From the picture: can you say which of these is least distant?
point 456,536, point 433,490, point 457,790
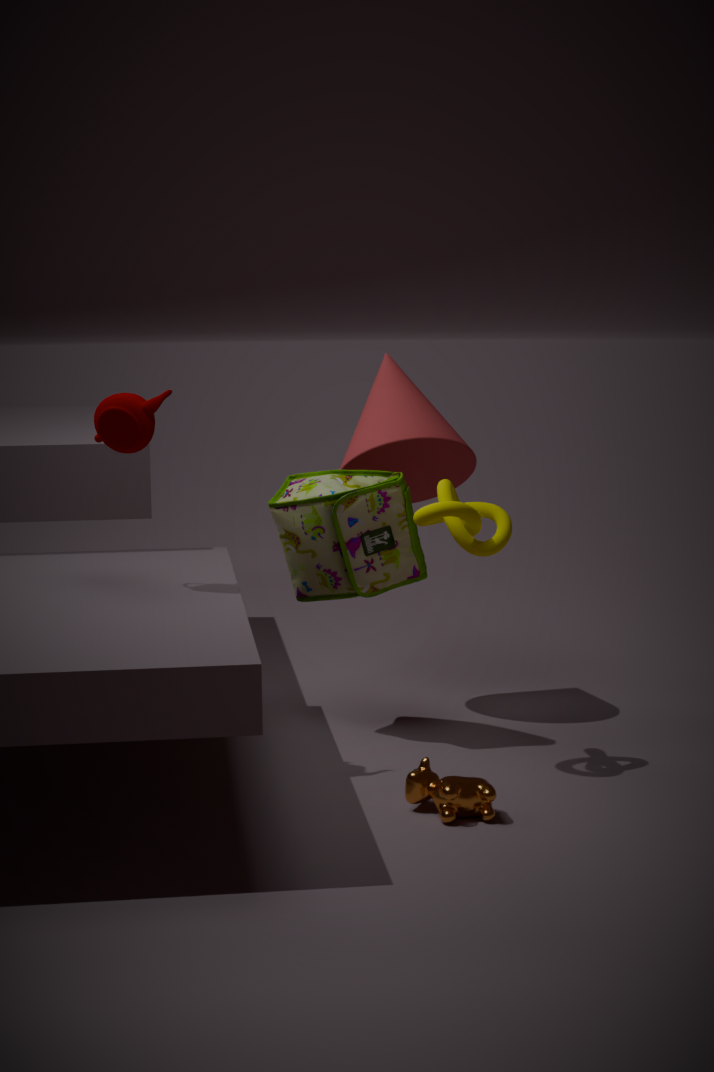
point 457,790
